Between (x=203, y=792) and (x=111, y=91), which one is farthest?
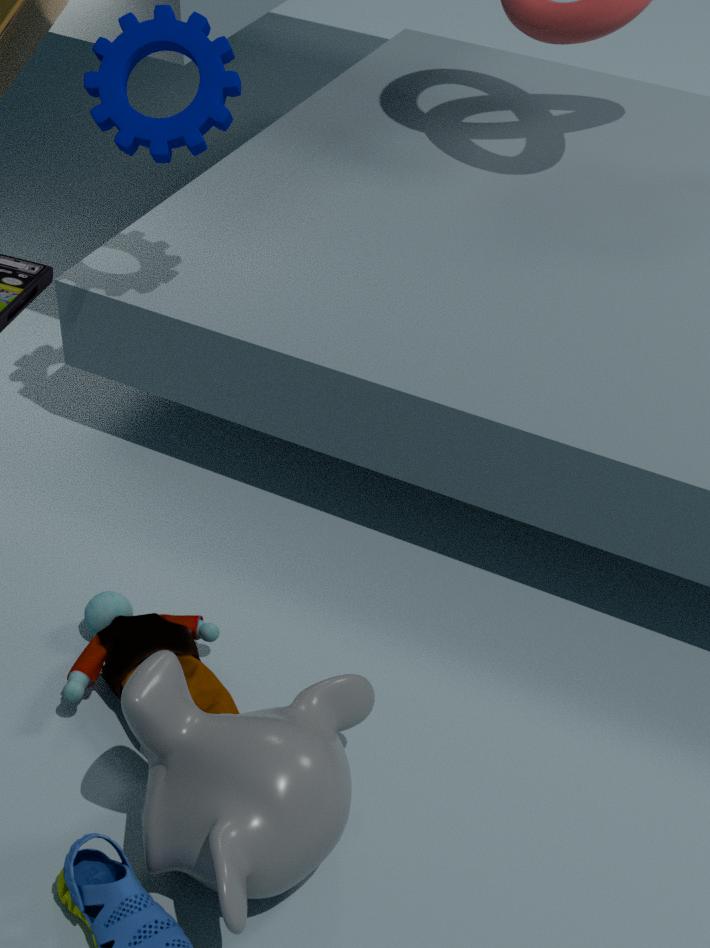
(x=111, y=91)
